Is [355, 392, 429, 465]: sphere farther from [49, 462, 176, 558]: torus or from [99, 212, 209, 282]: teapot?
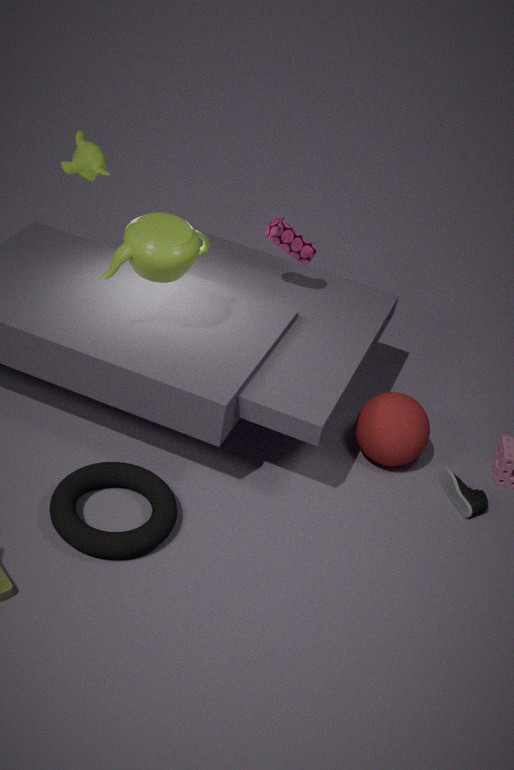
[99, 212, 209, 282]: teapot
